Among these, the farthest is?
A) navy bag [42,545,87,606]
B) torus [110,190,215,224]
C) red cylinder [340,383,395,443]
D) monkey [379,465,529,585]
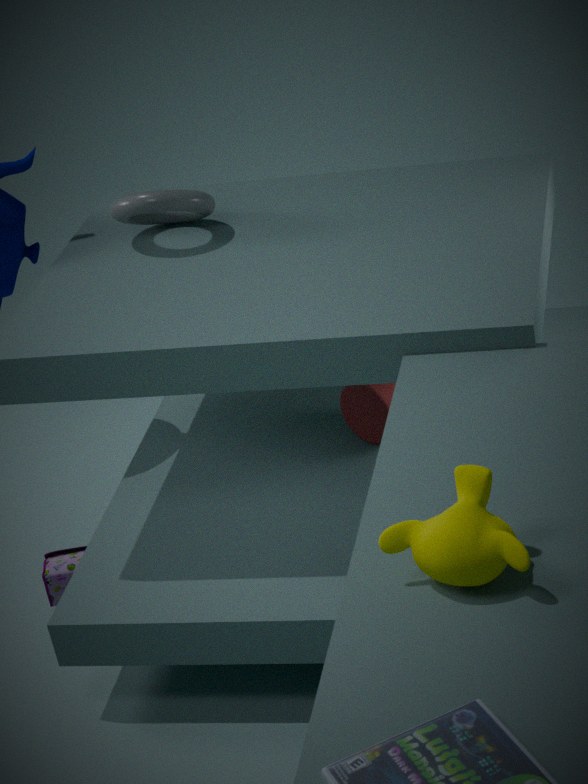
navy bag [42,545,87,606]
